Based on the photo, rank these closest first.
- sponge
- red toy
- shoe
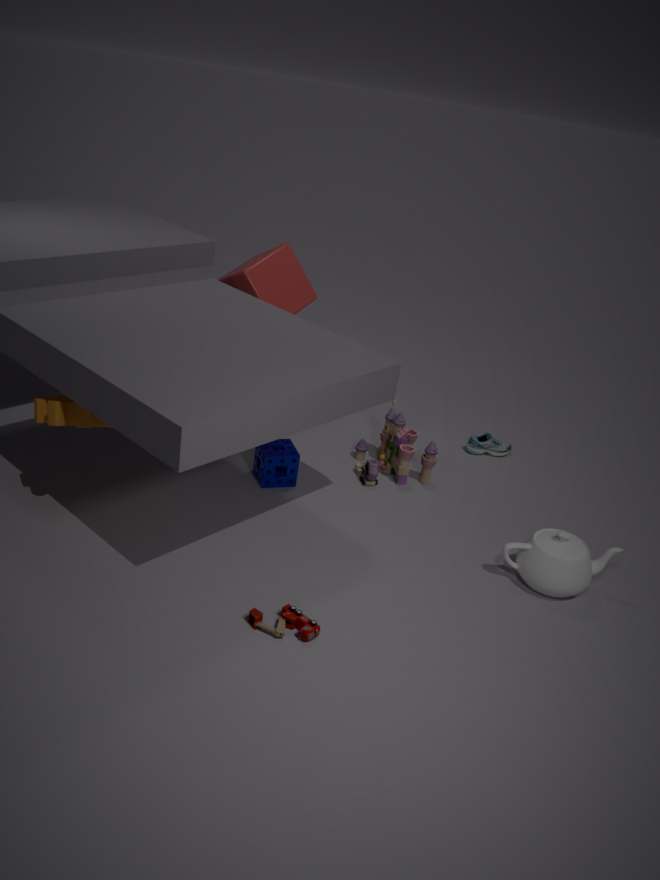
red toy
sponge
shoe
